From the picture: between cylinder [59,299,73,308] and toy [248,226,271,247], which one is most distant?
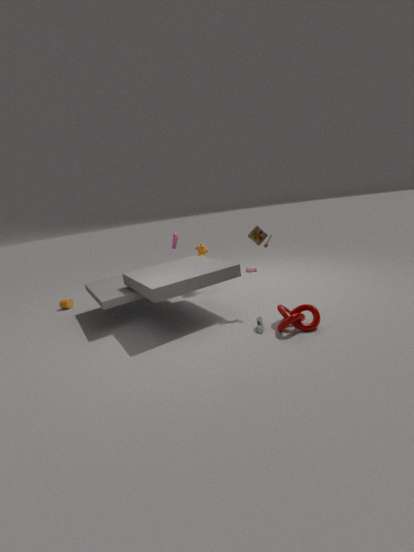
cylinder [59,299,73,308]
